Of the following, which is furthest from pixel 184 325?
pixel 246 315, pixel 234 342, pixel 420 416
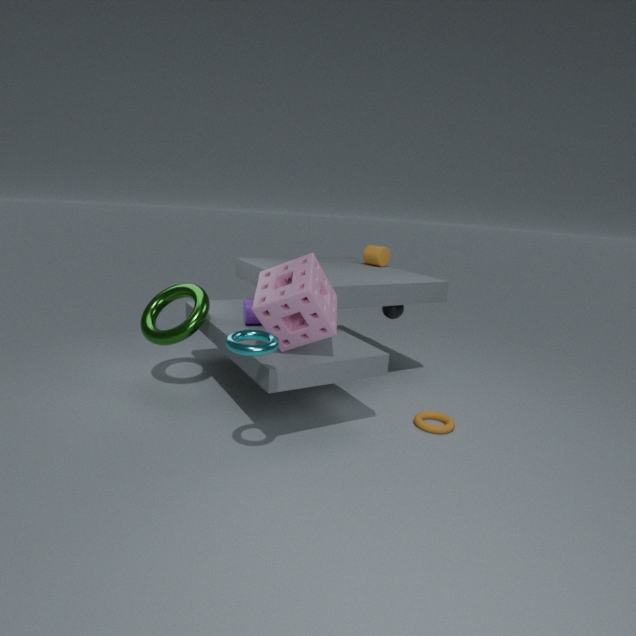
pixel 420 416
